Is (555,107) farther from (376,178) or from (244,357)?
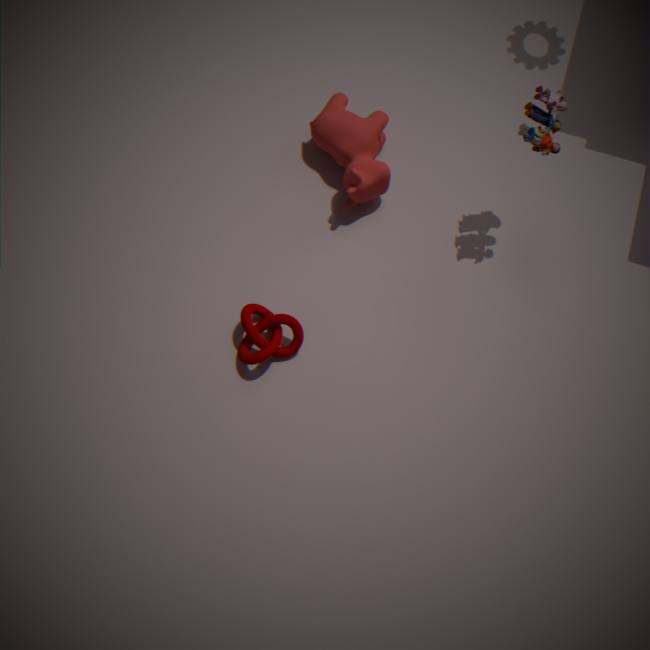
(244,357)
